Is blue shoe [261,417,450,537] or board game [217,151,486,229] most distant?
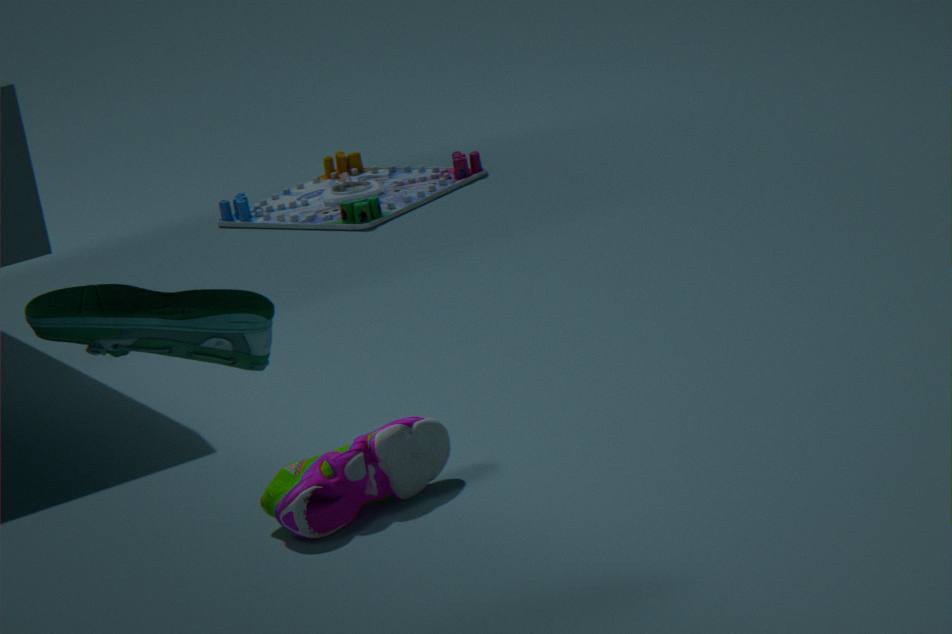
board game [217,151,486,229]
